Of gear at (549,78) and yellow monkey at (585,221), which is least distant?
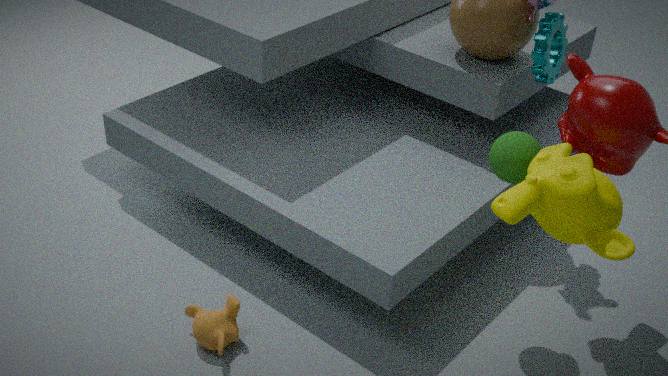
yellow monkey at (585,221)
